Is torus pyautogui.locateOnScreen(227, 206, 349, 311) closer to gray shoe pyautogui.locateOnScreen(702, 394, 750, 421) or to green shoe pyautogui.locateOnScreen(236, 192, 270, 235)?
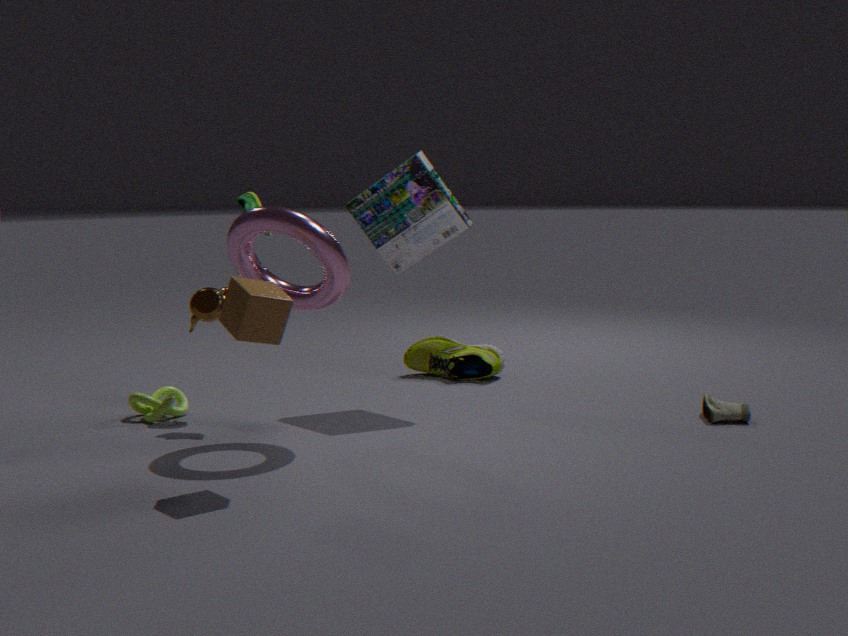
green shoe pyautogui.locateOnScreen(236, 192, 270, 235)
